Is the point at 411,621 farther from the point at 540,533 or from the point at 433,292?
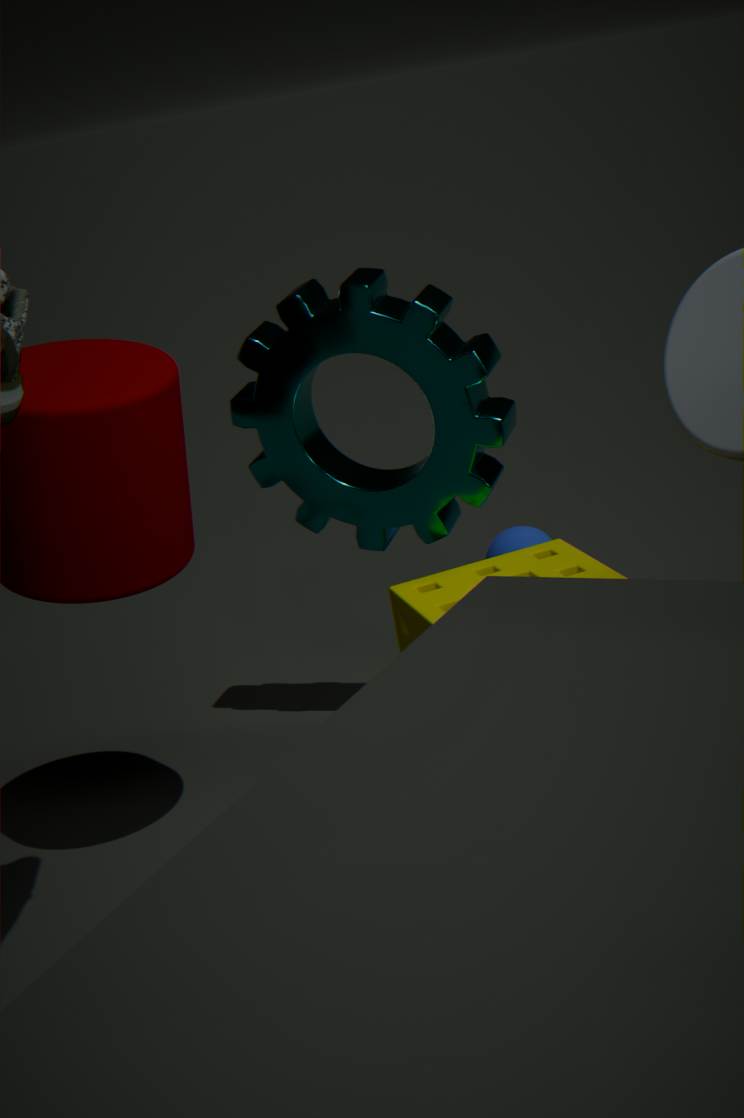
the point at 540,533
